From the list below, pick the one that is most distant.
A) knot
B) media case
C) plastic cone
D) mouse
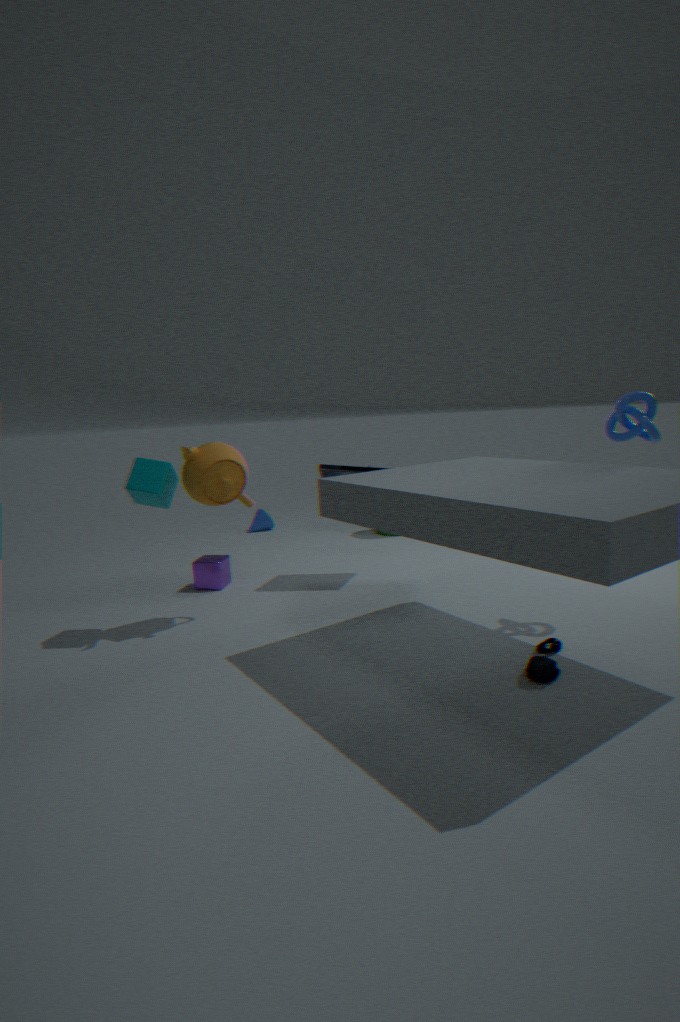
C. plastic cone
